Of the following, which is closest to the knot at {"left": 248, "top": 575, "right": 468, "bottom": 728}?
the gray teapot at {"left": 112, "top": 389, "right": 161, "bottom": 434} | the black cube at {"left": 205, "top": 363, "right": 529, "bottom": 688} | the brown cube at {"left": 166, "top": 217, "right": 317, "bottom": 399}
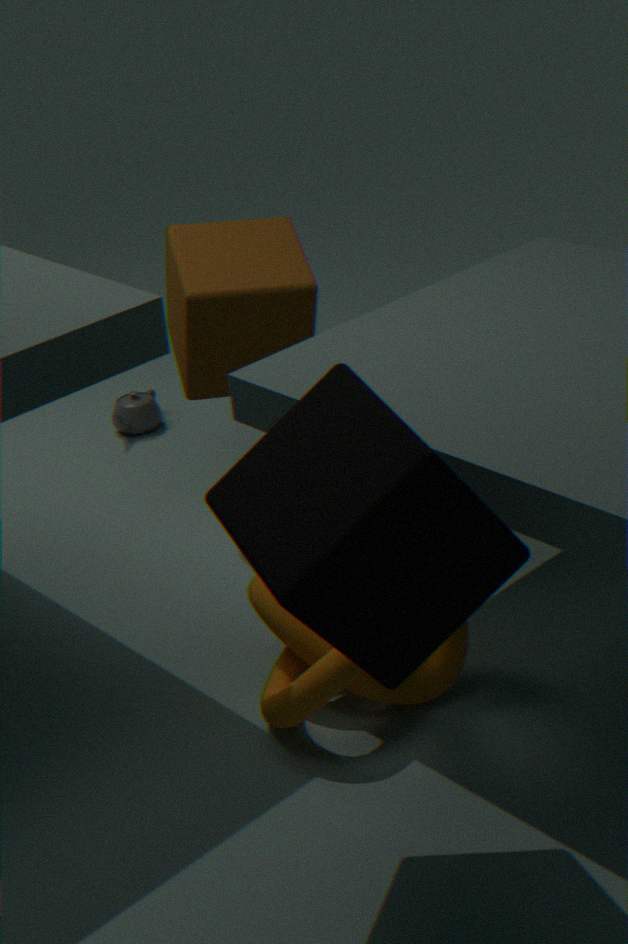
the black cube at {"left": 205, "top": 363, "right": 529, "bottom": 688}
